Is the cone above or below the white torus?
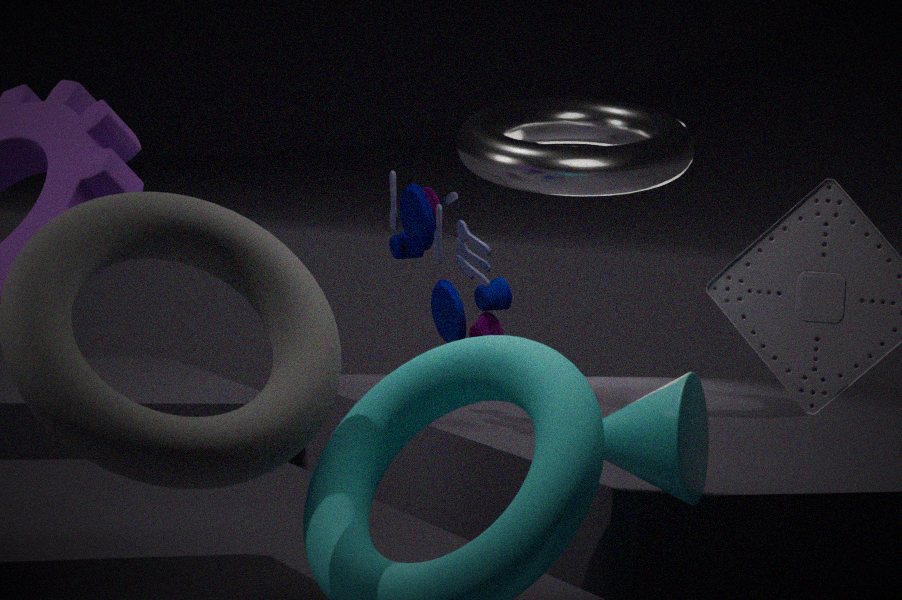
below
